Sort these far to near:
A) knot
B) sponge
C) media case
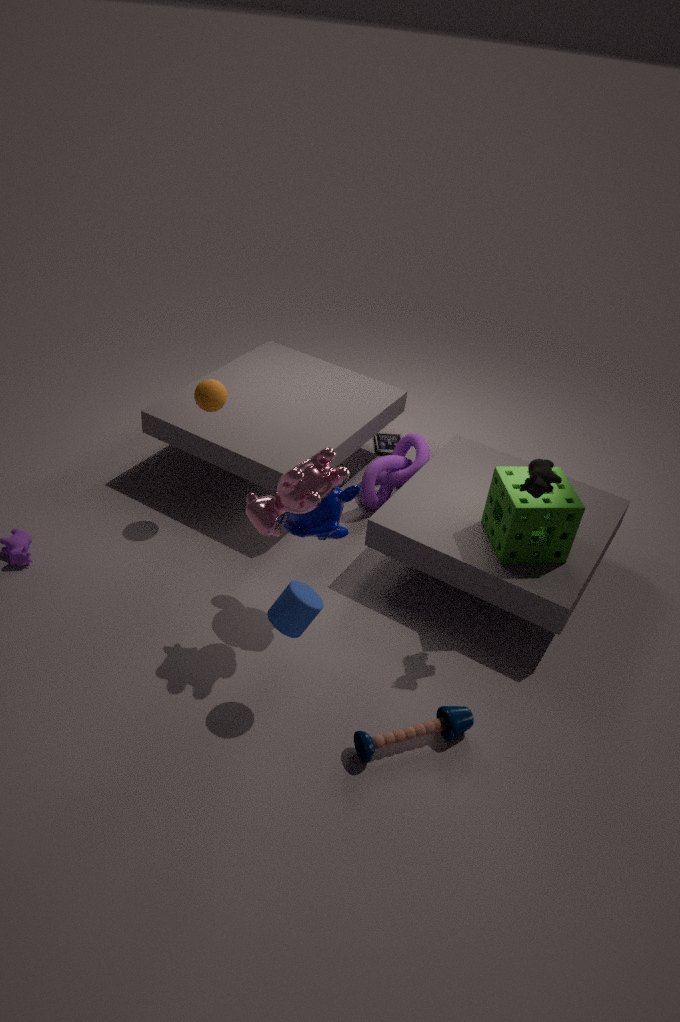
media case
knot
sponge
